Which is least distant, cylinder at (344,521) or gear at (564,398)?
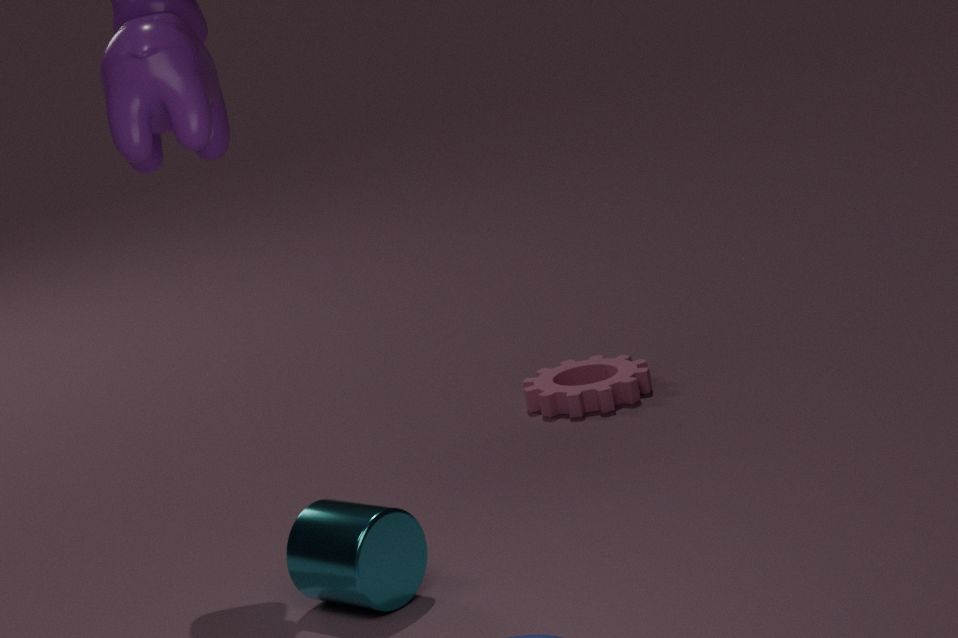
cylinder at (344,521)
